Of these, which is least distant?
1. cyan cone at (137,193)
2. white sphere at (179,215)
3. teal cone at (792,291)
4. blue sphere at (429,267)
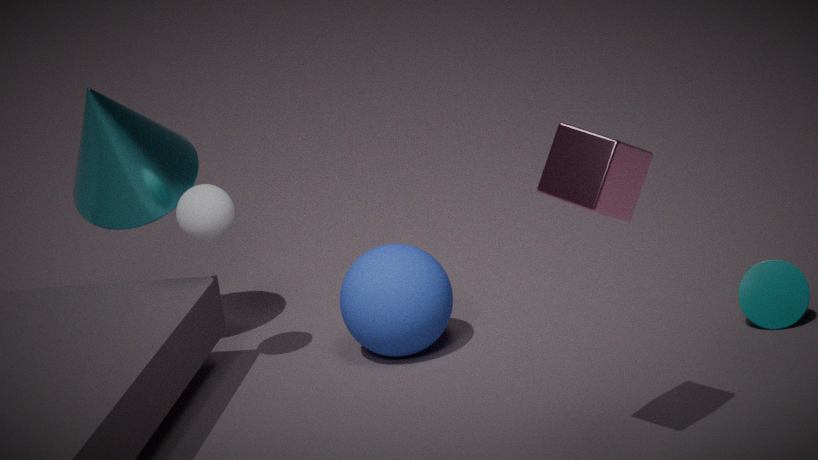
white sphere at (179,215)
